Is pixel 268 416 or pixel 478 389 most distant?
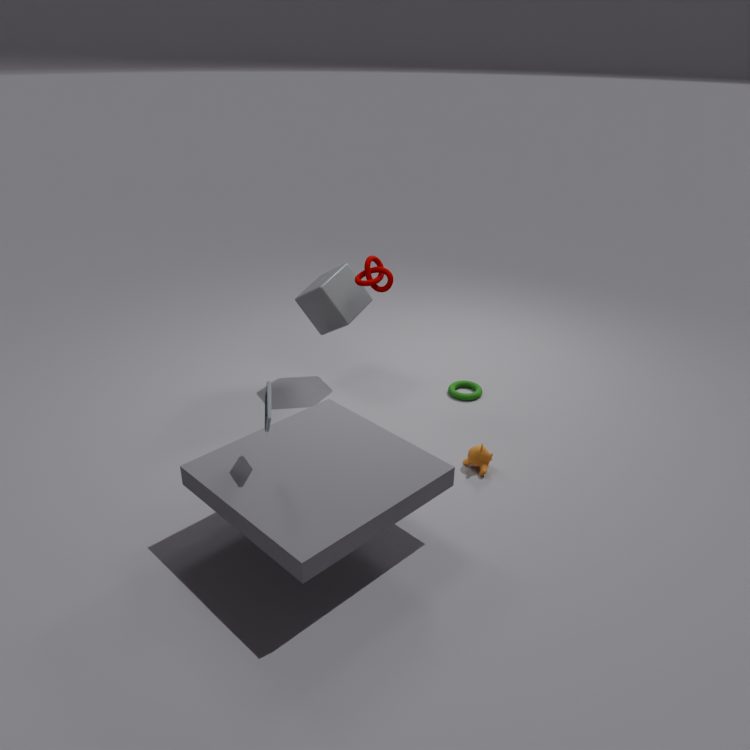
pixel 478 389
